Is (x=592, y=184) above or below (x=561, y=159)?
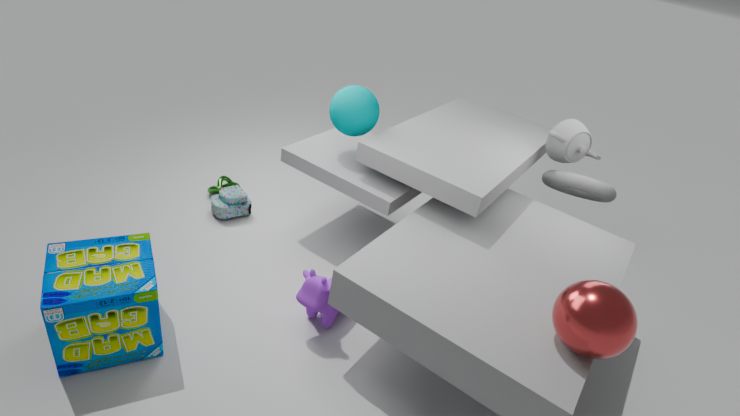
below
